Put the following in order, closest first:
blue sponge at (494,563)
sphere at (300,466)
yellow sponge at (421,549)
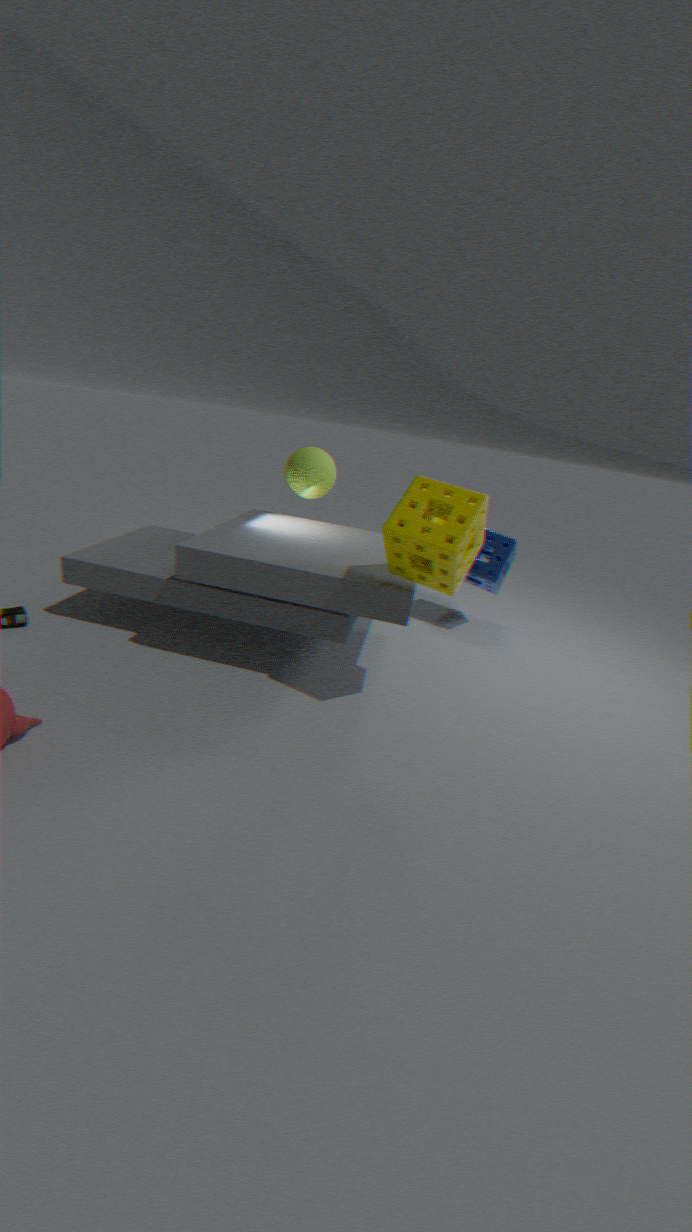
yellow sponge at (421,549)
sphere at (300,466)
blue sponge at (494,563)
